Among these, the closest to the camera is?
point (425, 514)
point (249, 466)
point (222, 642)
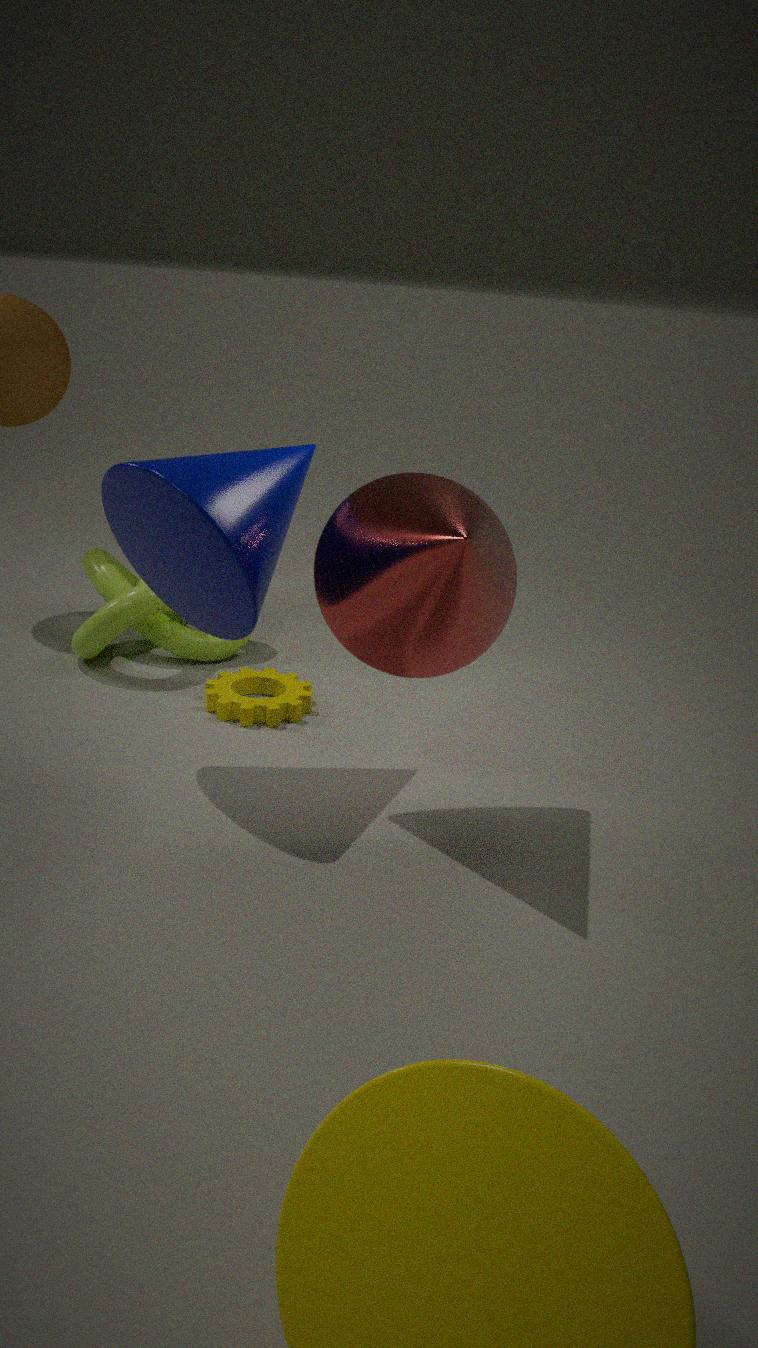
point (425, 514)
